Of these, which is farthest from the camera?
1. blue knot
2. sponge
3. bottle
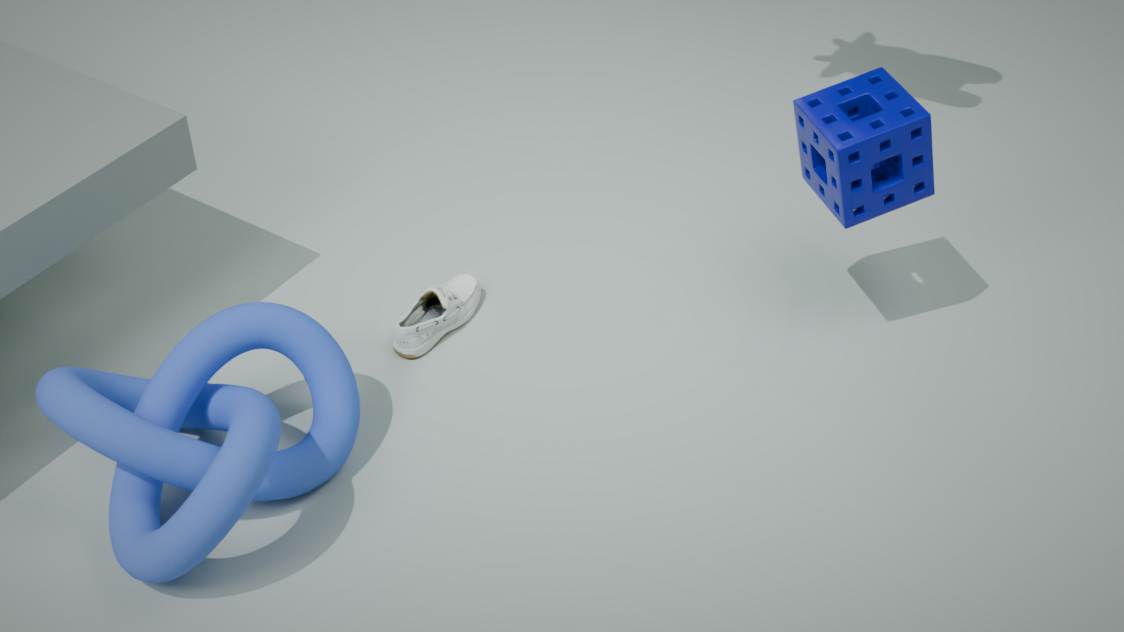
bottle
